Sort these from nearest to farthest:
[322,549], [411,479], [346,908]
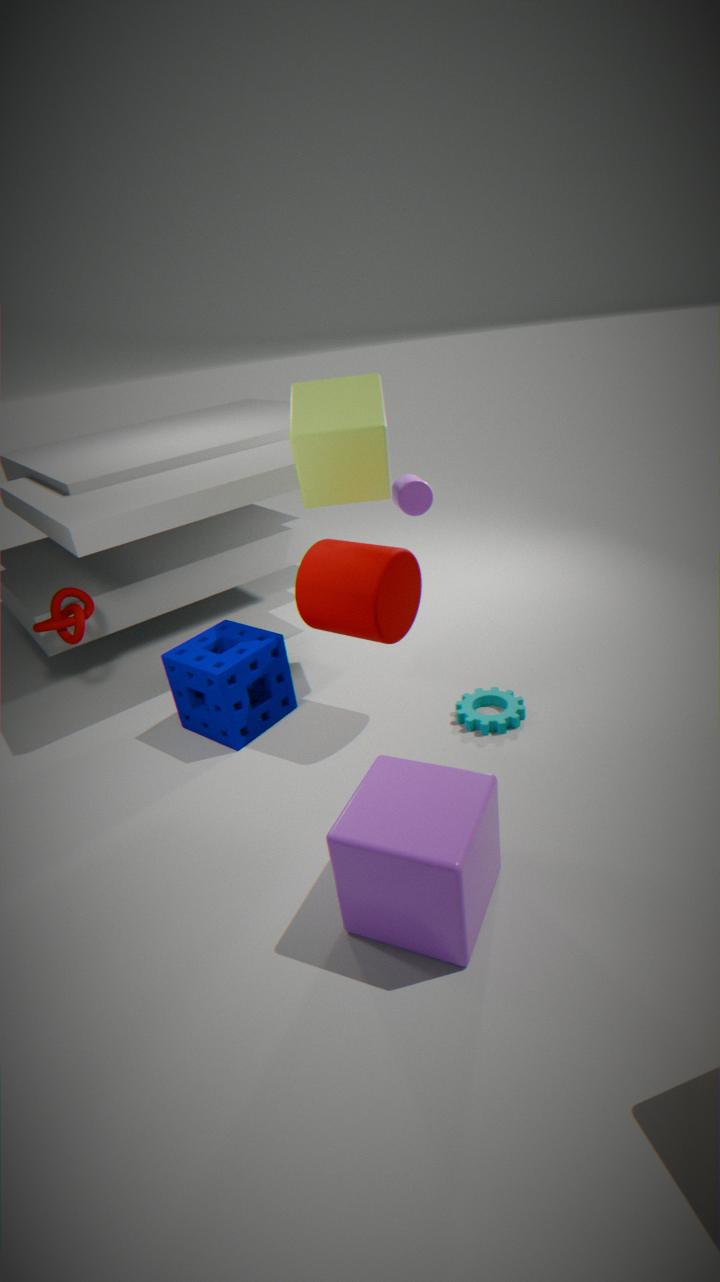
1. [346,908]
2. [322,549]
3. [411,479]
